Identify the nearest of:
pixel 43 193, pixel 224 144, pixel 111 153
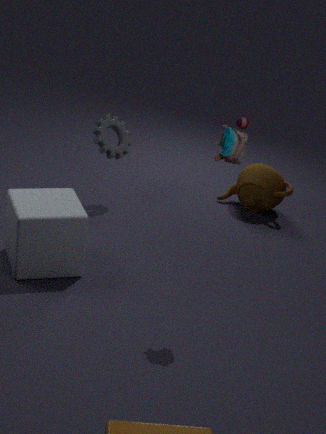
pixel 224 144
